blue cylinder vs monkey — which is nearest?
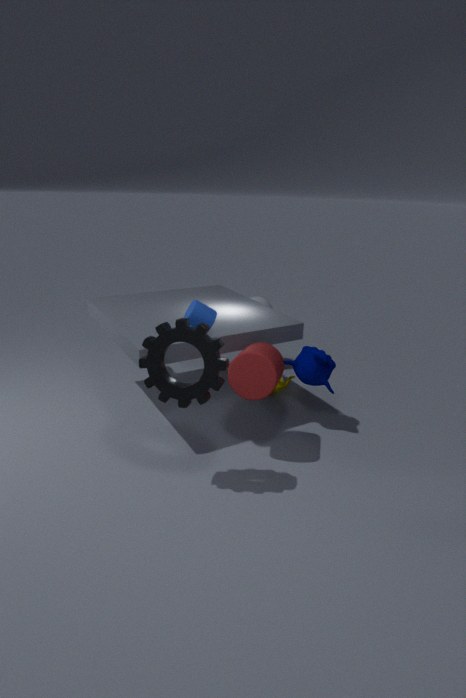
blue cylinder
